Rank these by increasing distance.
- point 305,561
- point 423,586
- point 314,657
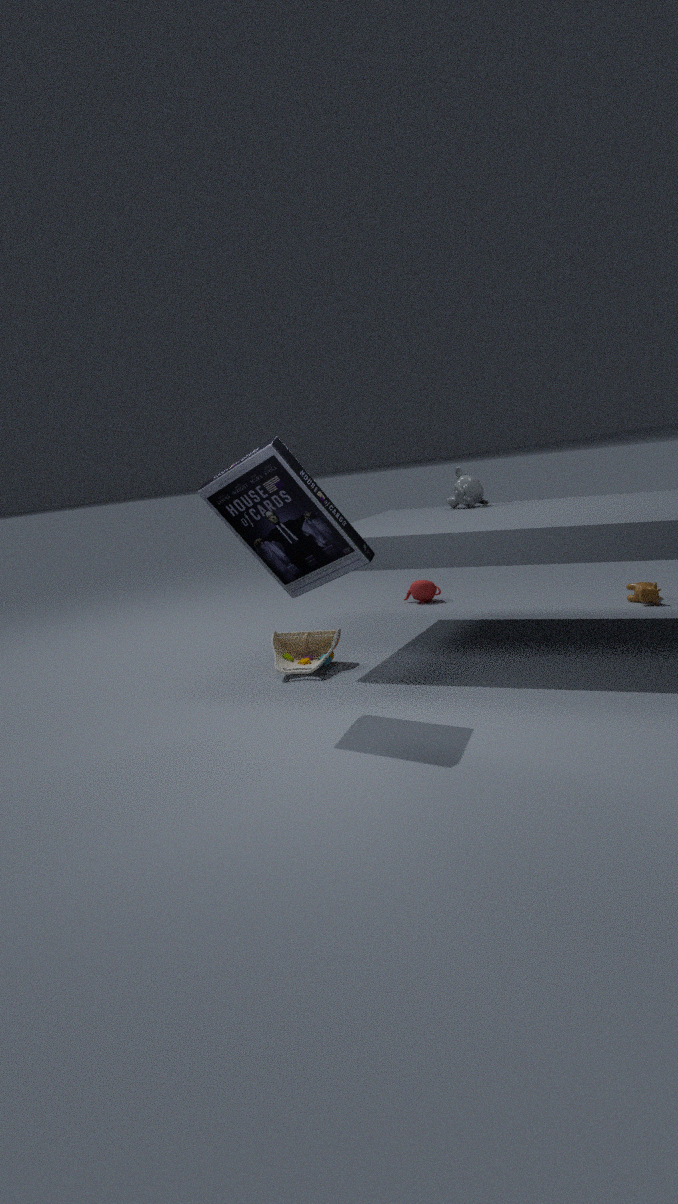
point 305,561, point 314,657, point 423,586
